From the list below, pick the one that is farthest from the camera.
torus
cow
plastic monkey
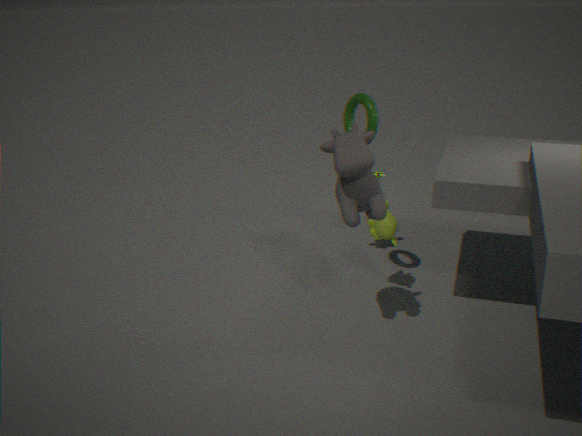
plastic monkey
